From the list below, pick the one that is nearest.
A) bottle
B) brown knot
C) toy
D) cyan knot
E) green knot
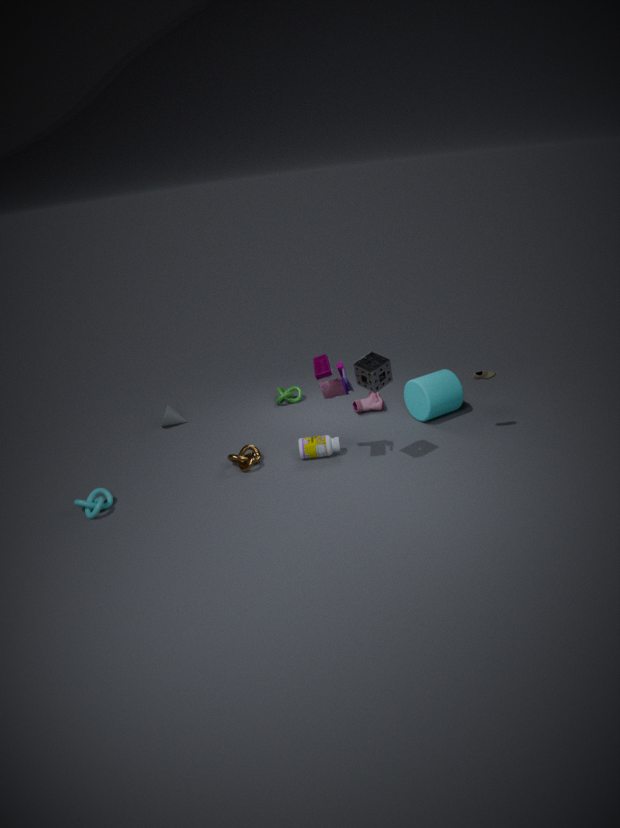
C. toy
